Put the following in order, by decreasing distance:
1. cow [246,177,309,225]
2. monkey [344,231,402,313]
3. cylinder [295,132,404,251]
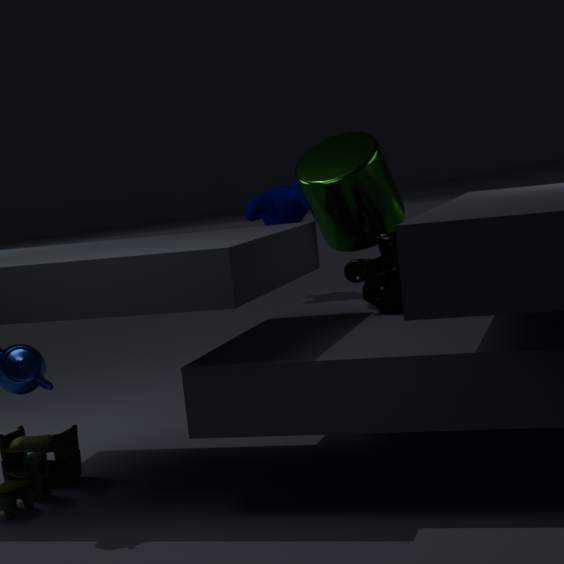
cow [246,177,309,225] < cylinder [295,132,404,251] < monkey [344,231,402,313]
